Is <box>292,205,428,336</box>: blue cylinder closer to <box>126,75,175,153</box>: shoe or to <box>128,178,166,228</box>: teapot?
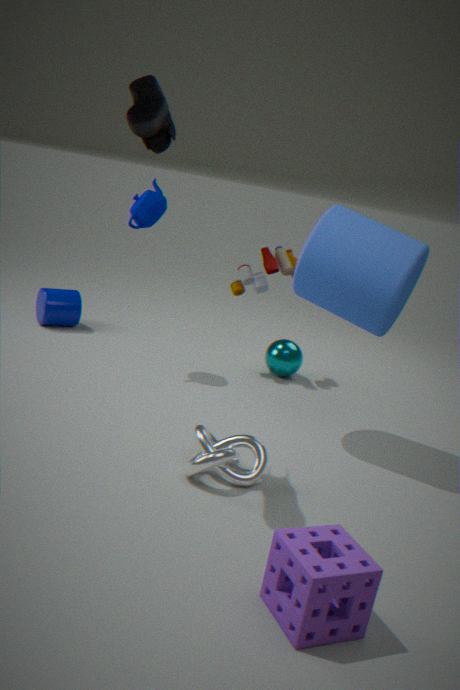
<box>126,75,175,153</box>: shoe
